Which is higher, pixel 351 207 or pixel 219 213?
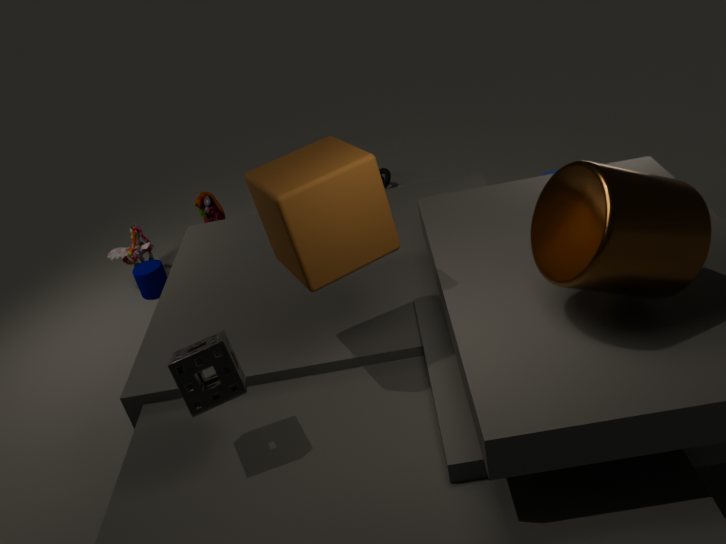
pixel 351 207
